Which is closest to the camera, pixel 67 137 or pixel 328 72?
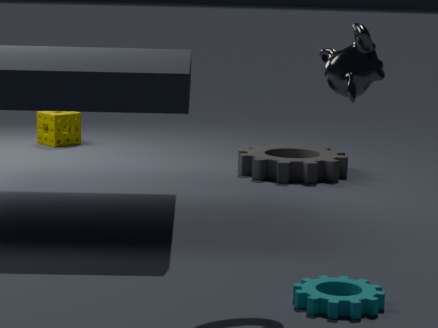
pixel 328 72
